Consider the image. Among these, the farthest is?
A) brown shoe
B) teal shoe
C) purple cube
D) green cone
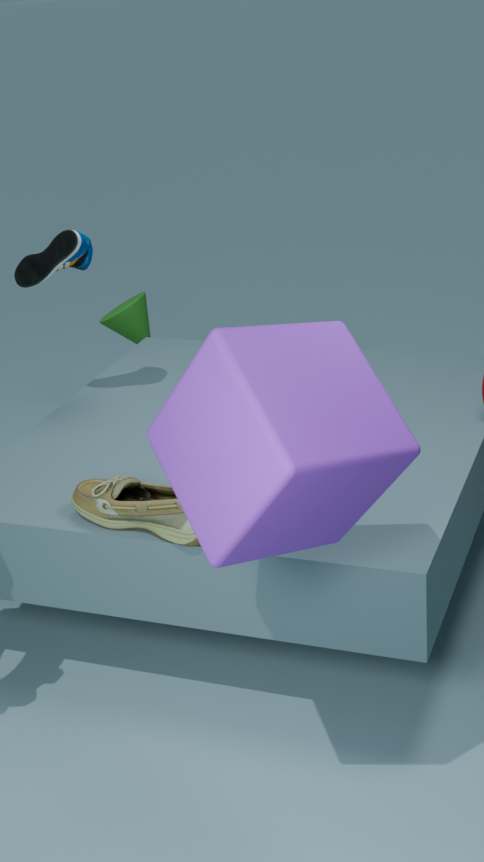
green cone
